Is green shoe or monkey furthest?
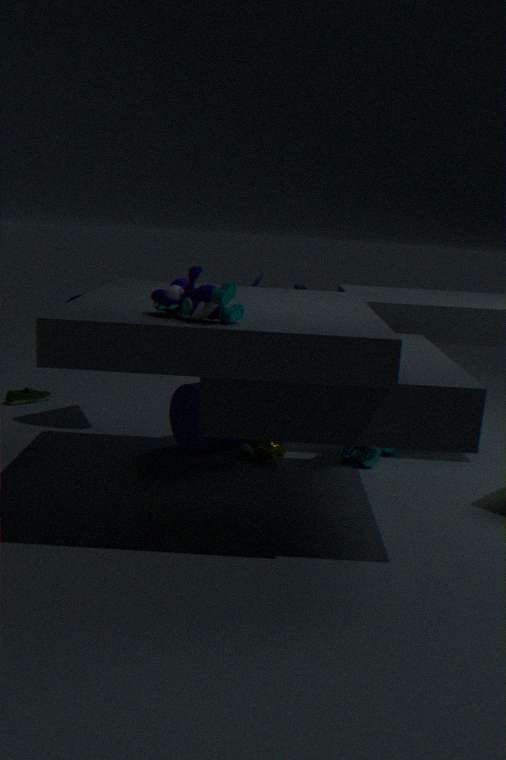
green shoe
